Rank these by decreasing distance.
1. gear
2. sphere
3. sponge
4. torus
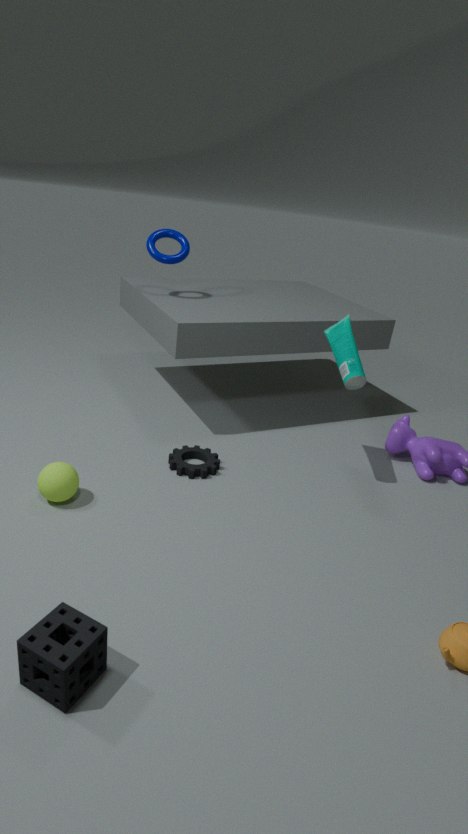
torus
gear
sphere
sponge
